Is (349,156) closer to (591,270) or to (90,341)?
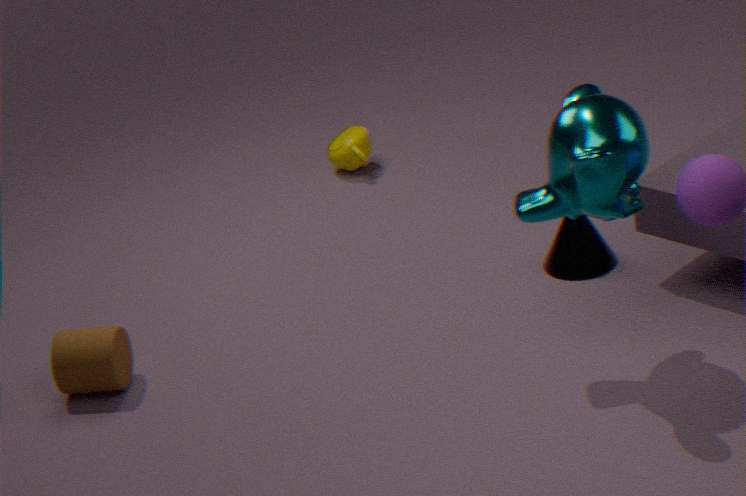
(591,270)
